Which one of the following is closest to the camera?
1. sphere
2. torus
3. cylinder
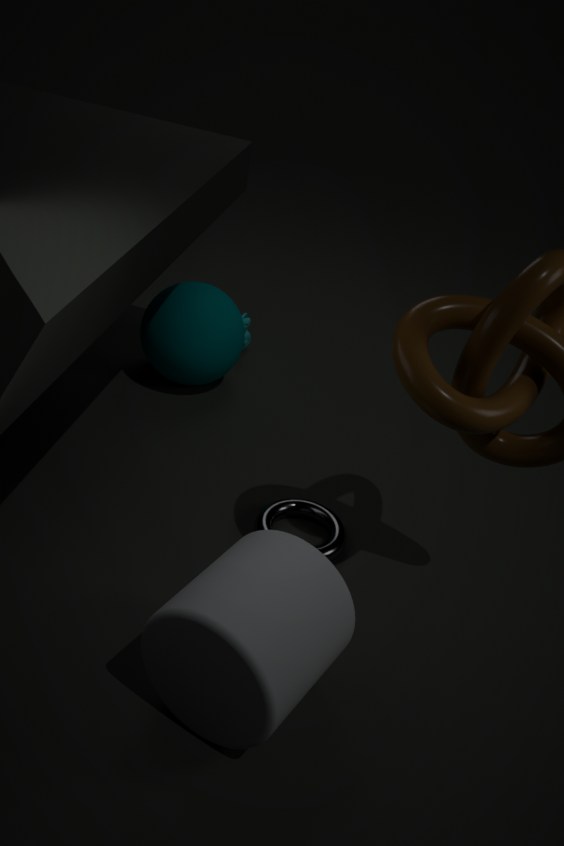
cylinder
